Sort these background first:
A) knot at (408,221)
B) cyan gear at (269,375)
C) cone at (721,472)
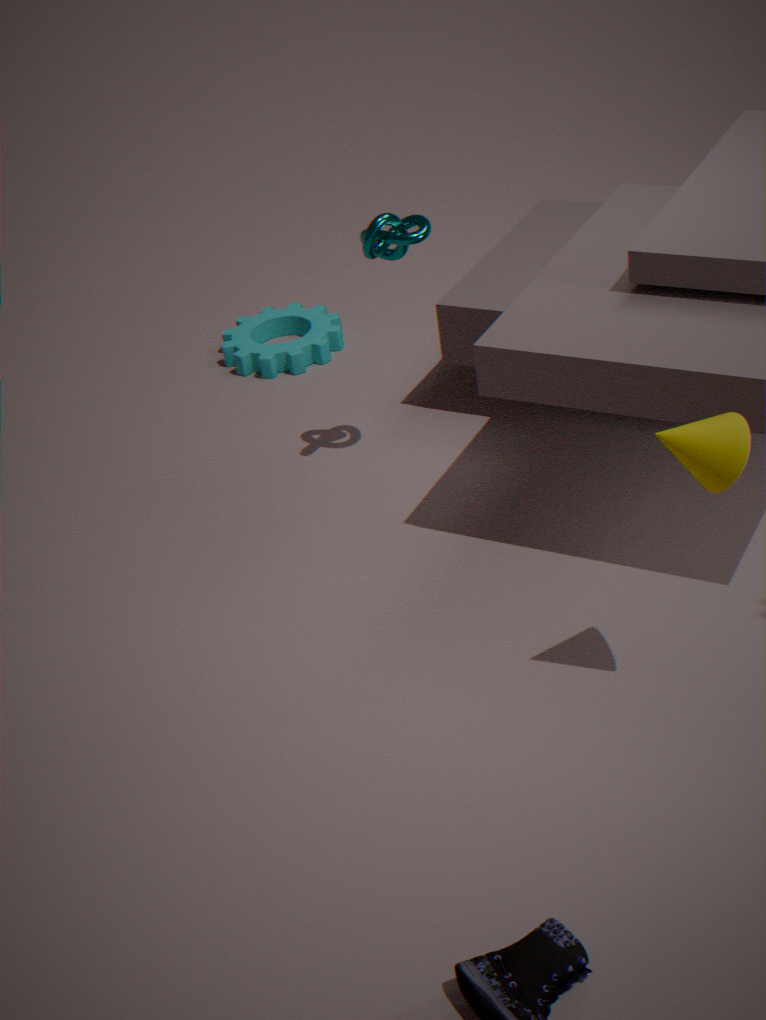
1. cyan gear at (269,375)
2. knot at (408,221)
3. cone at (721,472)
